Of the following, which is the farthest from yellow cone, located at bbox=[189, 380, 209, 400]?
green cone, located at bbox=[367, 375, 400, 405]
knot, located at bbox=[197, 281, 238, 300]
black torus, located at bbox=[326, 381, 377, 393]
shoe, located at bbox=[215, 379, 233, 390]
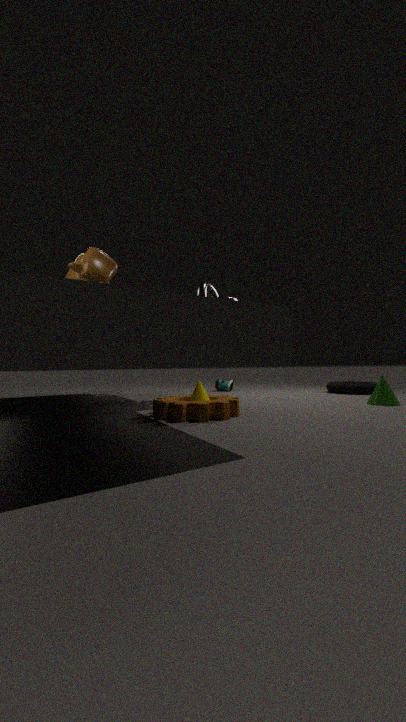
black torus, located at bbox=[326, 381, 377, 393]
